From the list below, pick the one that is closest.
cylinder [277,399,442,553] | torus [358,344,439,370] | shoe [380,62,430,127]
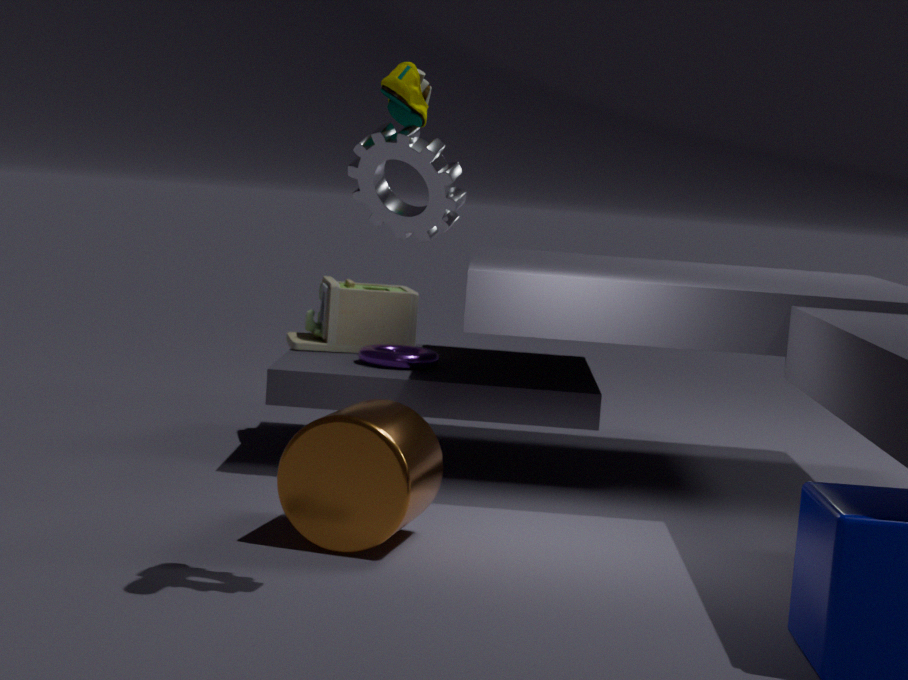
shoe [380,62,430,127]
